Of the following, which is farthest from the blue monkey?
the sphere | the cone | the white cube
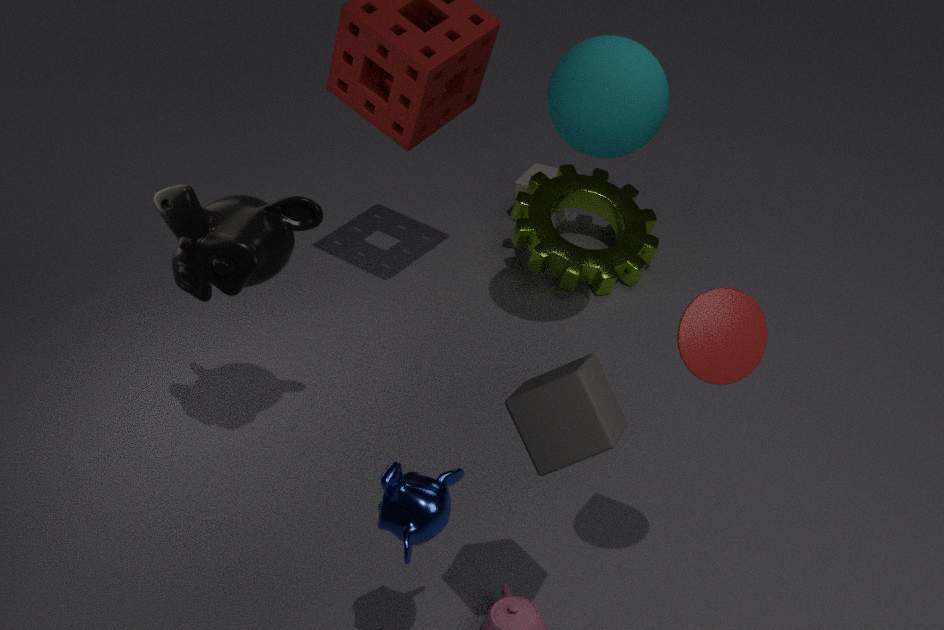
the white cube
